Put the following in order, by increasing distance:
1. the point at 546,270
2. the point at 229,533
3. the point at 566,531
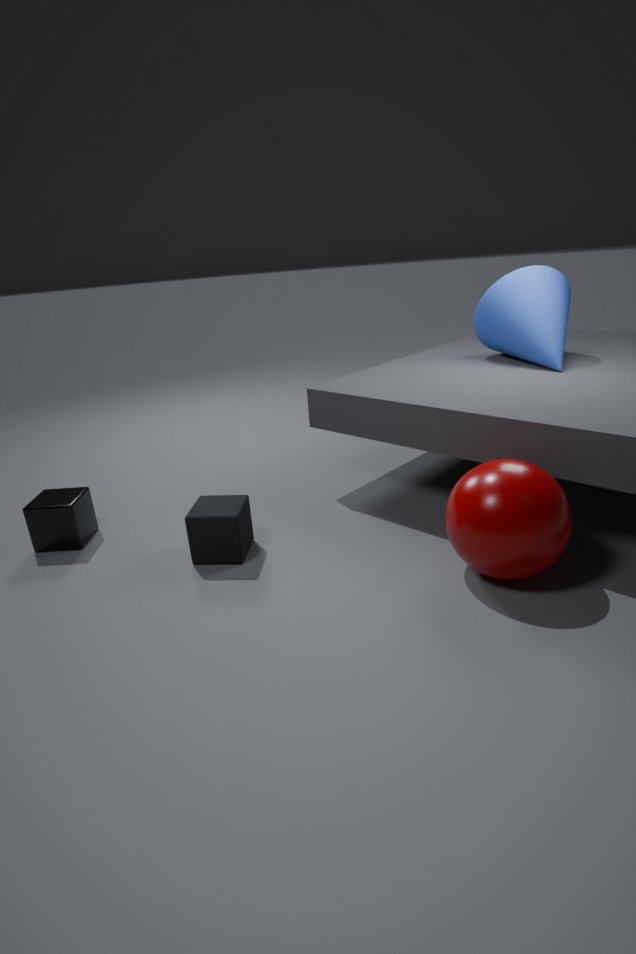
the point at 566,531
the point at 229,533
the point at 546,270
